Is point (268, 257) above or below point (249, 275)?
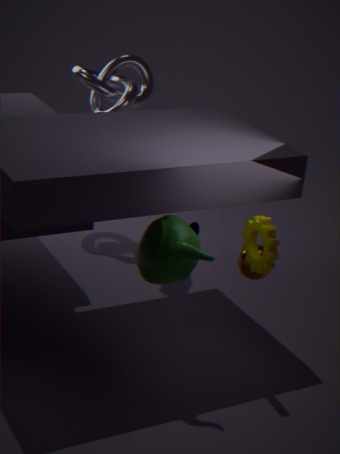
above
